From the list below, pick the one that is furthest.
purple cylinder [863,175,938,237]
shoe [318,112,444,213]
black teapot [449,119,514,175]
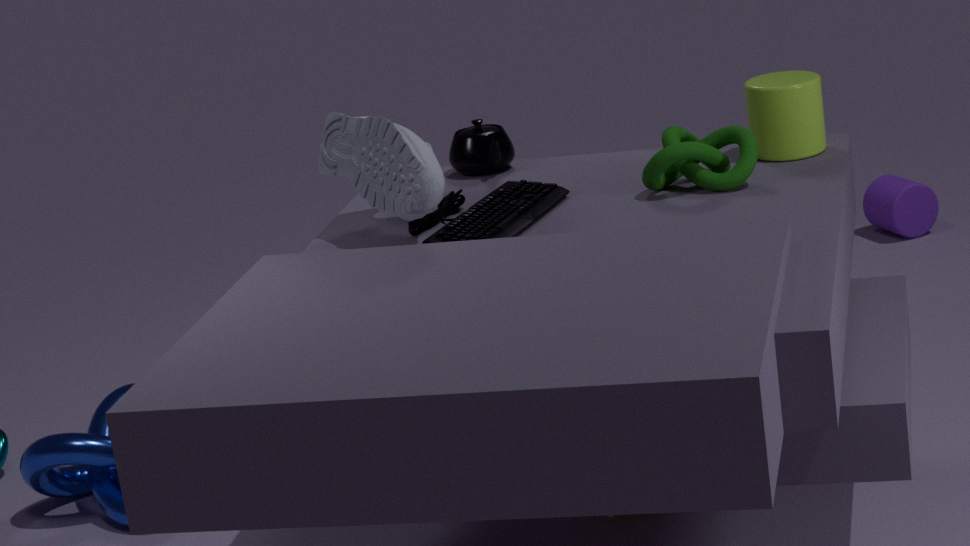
purple cylinder [863,175,938,237]
